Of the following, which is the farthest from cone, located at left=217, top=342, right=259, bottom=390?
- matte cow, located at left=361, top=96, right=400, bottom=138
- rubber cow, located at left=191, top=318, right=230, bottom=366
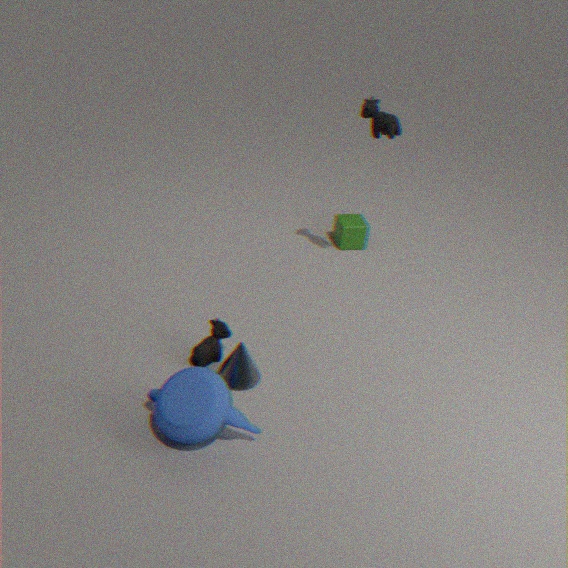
matte cow, located at left=361, top=96, right=400, bottom=138
